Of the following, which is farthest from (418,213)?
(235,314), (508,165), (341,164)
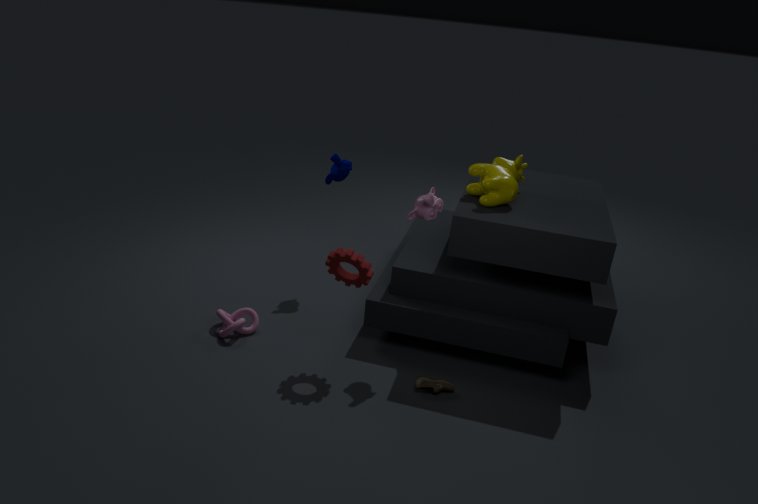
(235,314)
